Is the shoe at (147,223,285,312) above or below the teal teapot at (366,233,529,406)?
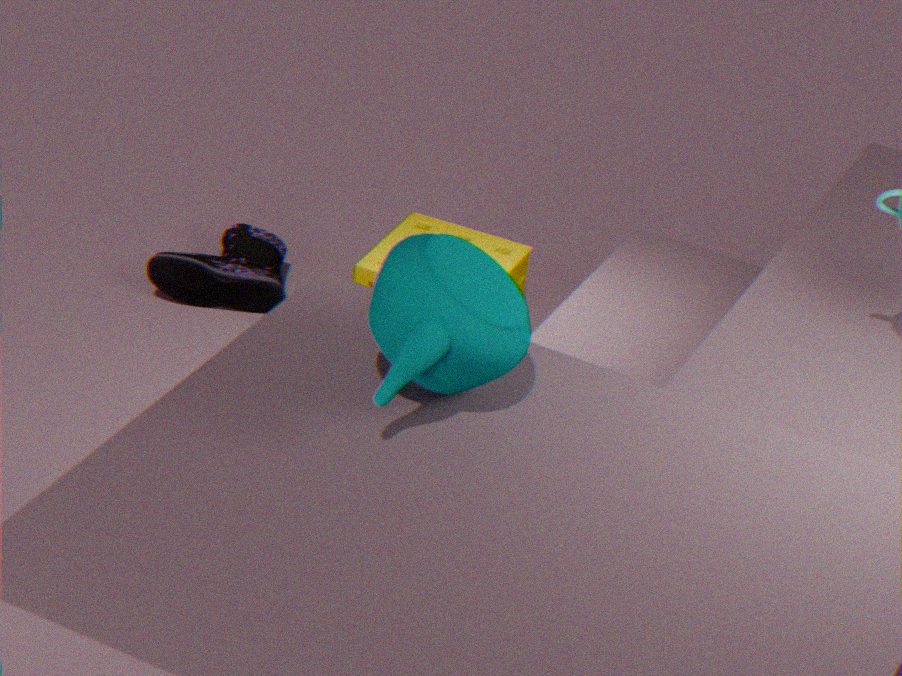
below
